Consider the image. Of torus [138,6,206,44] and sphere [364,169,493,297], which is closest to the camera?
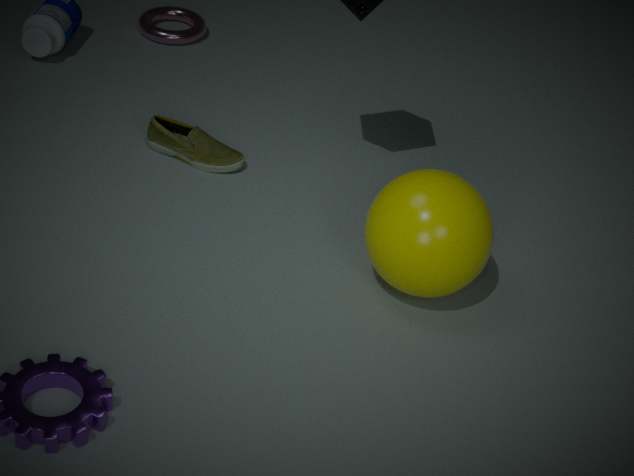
sphere [364,169,493,297]
